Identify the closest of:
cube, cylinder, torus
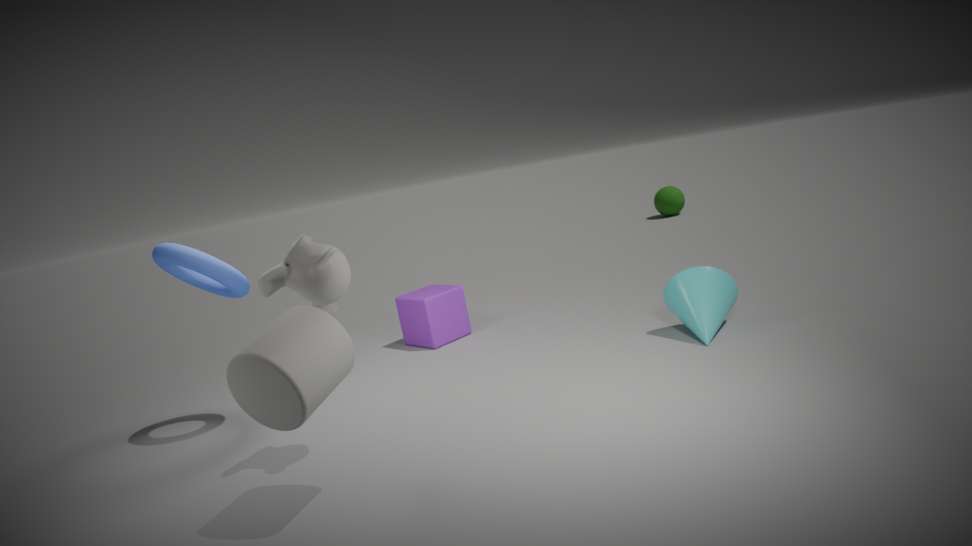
cylinder
